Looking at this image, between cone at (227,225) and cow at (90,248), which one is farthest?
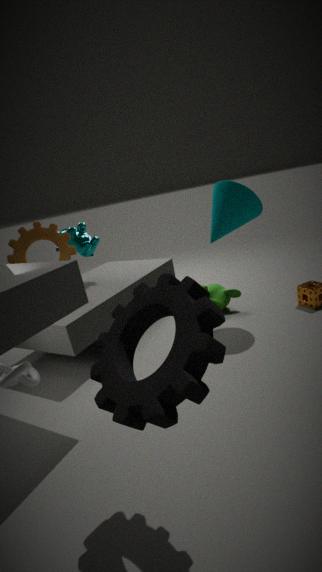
cow at (90,248)
